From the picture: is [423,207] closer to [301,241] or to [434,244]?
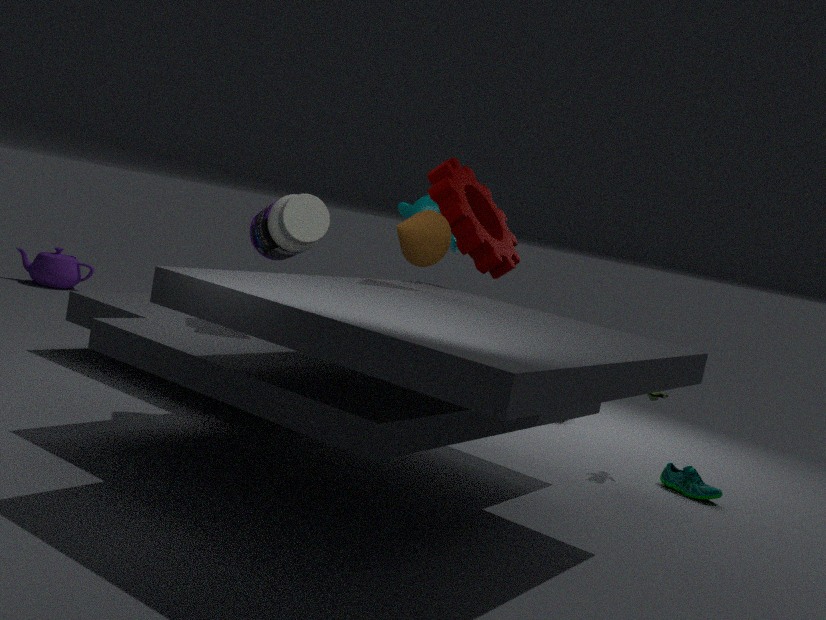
[301,241]
